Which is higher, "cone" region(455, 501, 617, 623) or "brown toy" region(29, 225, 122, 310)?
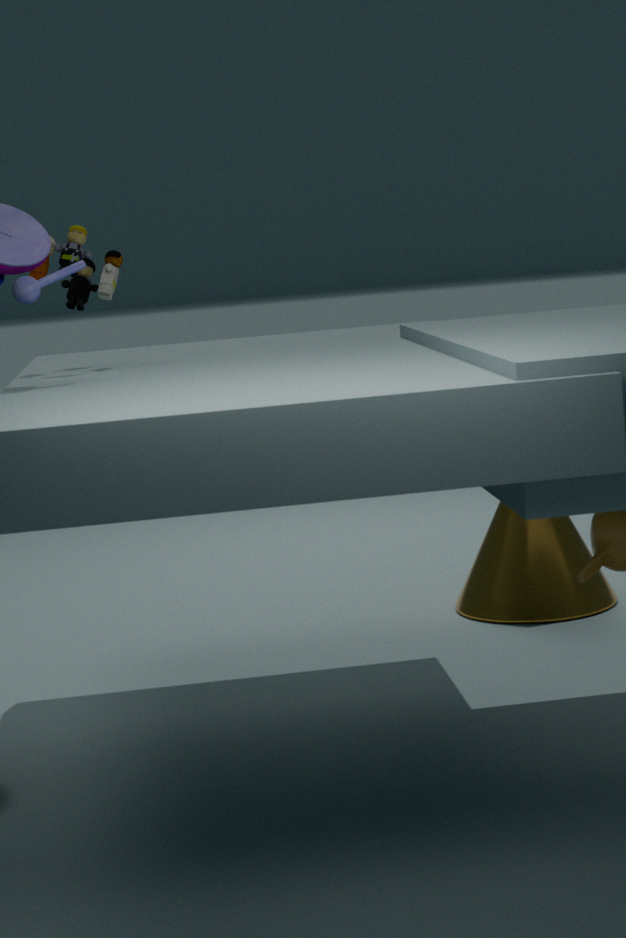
"brown toy" region(29, 225, 122, 310)
